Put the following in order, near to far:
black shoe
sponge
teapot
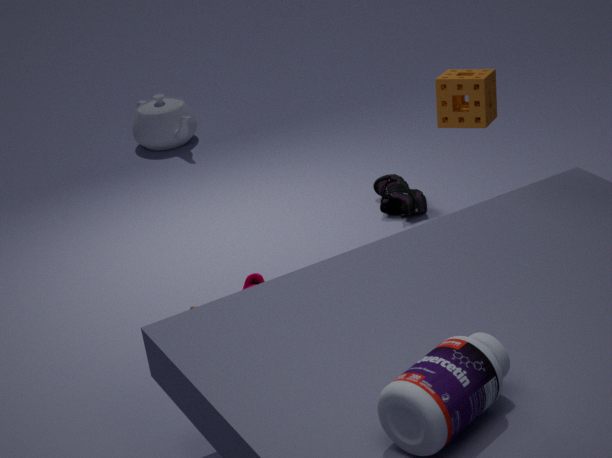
sponge < black shoe < teapot
